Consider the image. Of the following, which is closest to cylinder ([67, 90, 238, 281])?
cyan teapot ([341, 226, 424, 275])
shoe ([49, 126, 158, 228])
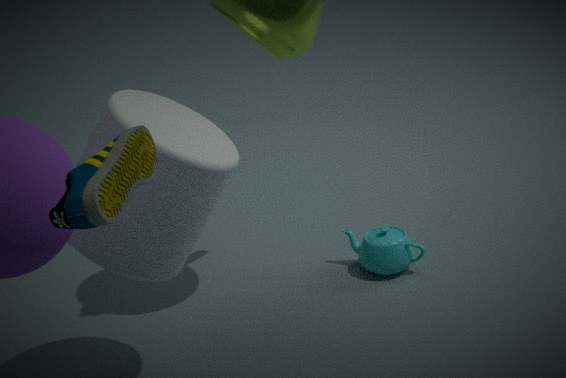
shoe ([49, 126, 158, 228])
